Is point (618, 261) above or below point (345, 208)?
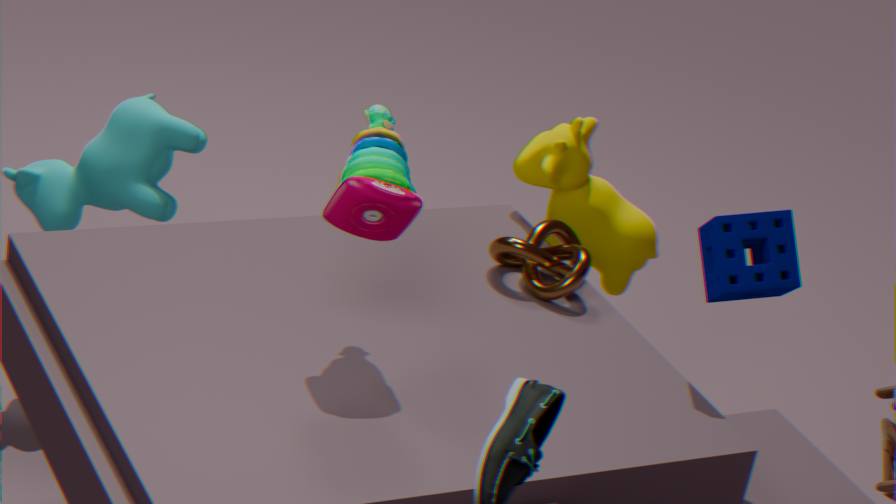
below
